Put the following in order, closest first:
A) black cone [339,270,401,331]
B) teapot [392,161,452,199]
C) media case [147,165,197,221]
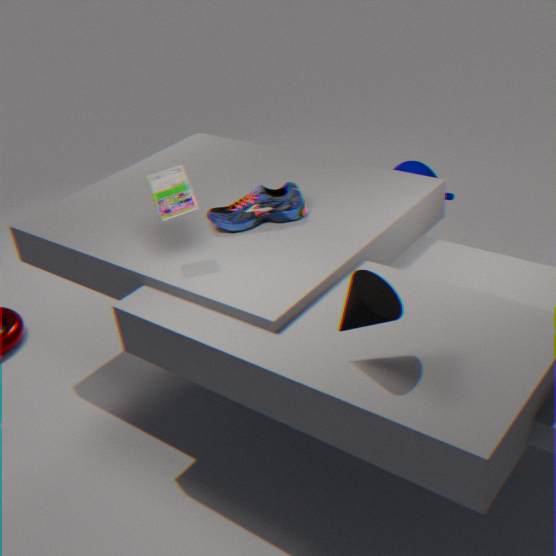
1. A. black cone [339,270,401,331]
2. C. media case [147,165,197,221]
3. B. teapot [392,161,452,199]
